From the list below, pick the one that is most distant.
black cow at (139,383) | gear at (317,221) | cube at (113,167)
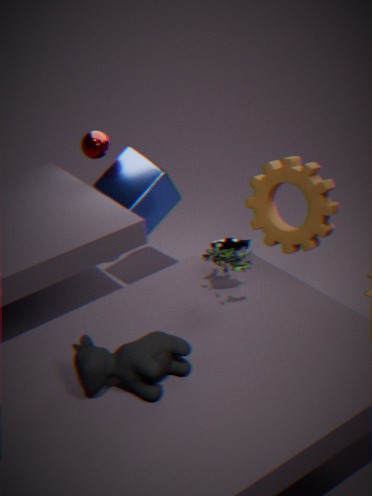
cube at (113,167)
